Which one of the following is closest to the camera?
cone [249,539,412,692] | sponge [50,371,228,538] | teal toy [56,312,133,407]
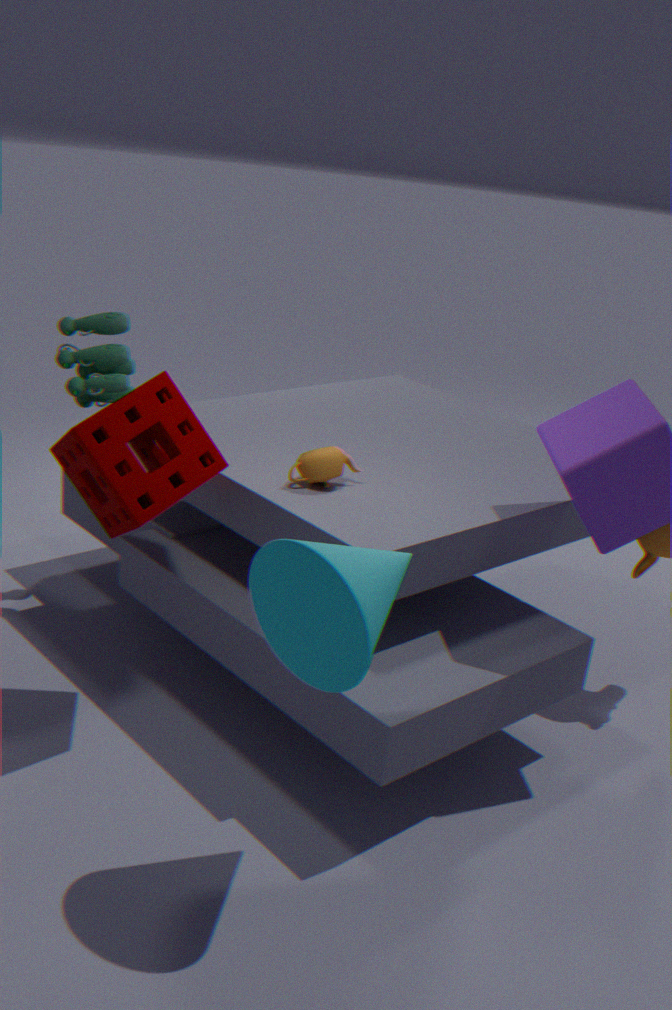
cone [249,539,412,692]
